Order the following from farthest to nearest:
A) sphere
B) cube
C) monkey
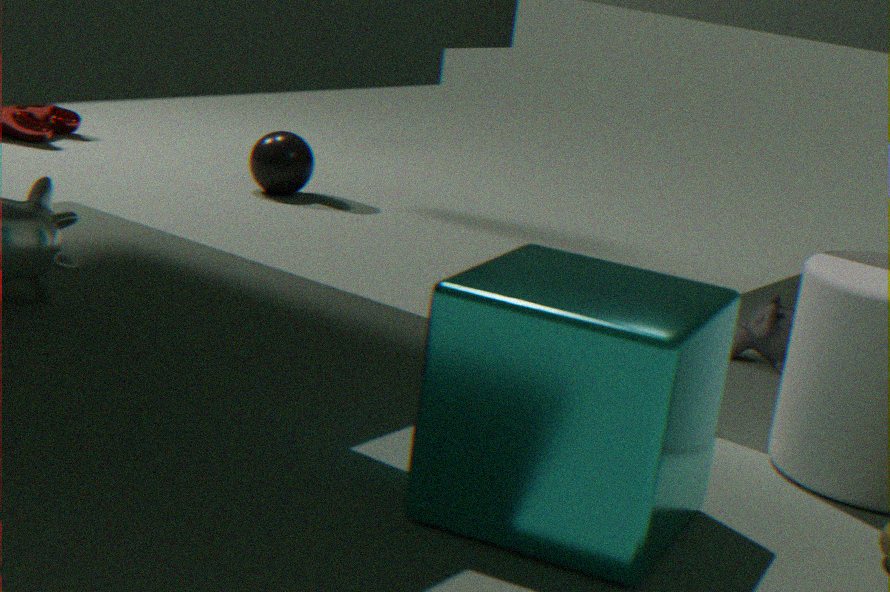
→ sphere, monkey, cube
